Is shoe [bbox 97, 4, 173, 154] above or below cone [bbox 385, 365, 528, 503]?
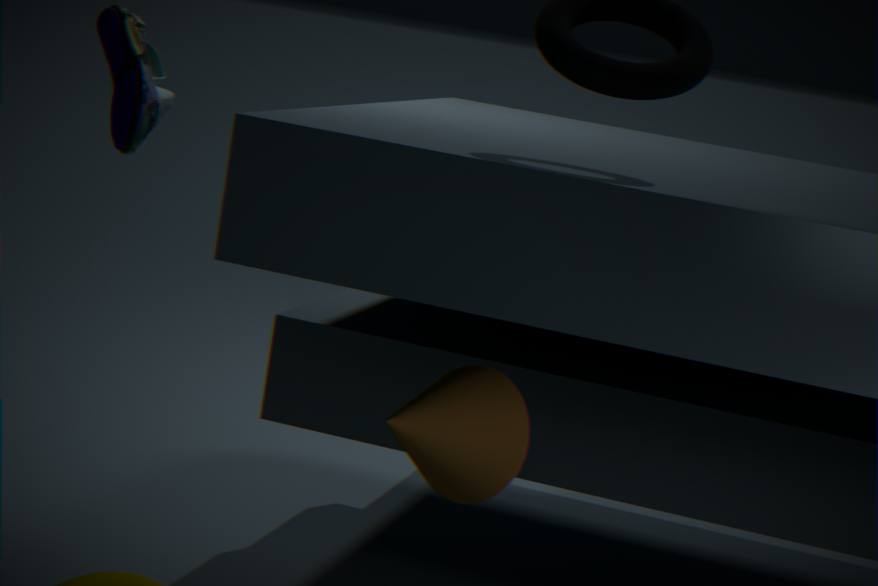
above
